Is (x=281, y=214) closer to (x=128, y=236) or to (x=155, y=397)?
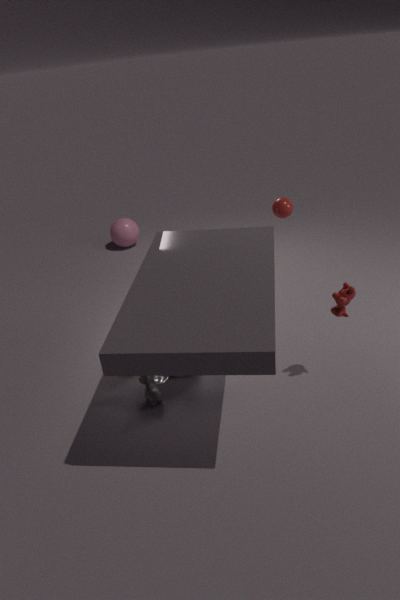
(x=155, y=397)
